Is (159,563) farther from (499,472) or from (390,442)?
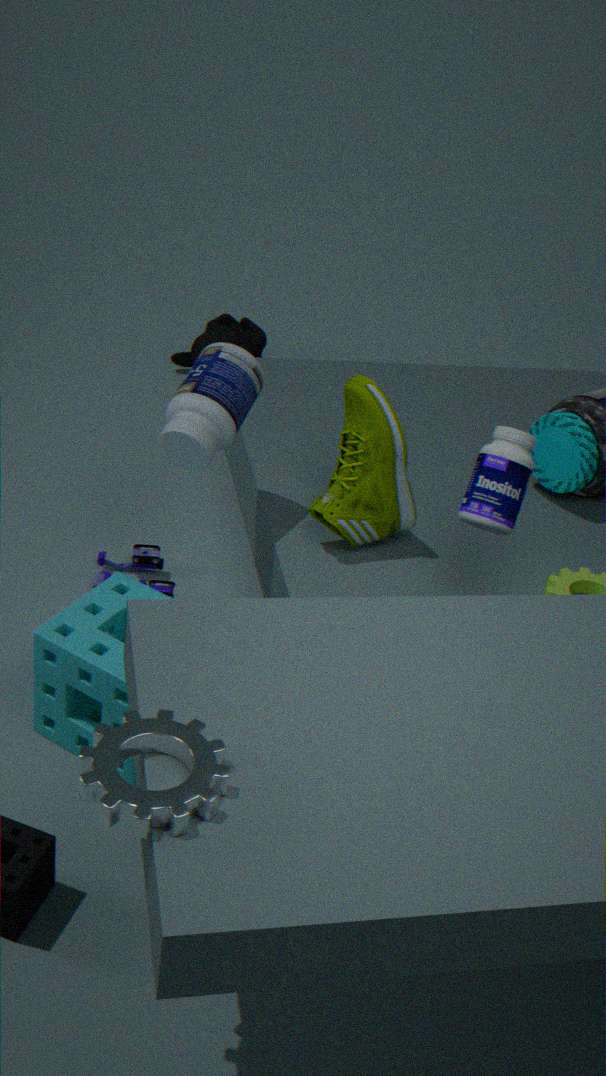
(499,472)
